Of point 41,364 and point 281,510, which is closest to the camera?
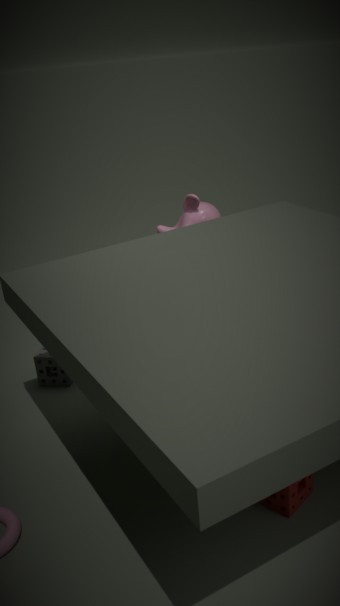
point 281,510
